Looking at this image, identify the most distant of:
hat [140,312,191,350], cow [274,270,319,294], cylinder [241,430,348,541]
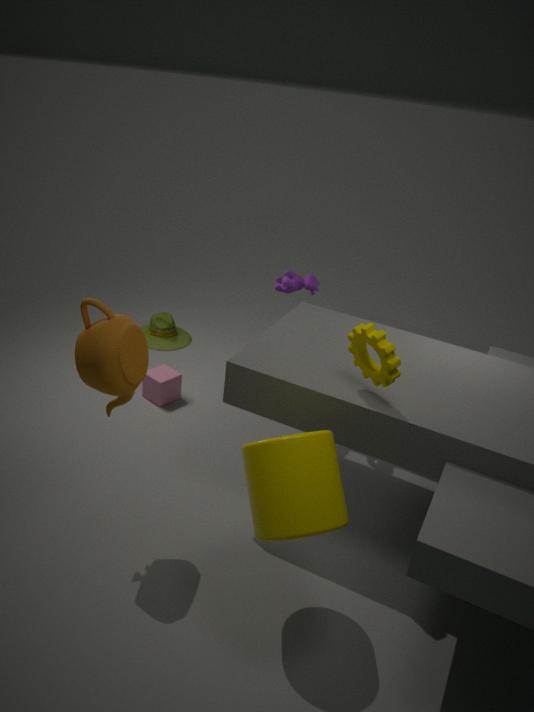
hat [140,312,191,350]
